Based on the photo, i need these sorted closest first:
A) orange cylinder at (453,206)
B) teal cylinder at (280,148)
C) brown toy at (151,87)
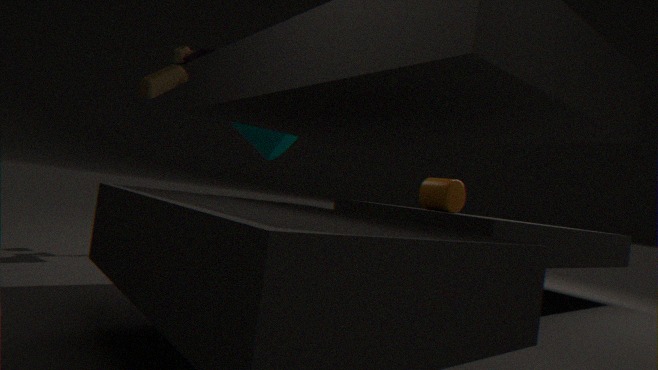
brown toy at (151,87) → orange cylinder at (453,206) → teal cylinder at (280,148)
